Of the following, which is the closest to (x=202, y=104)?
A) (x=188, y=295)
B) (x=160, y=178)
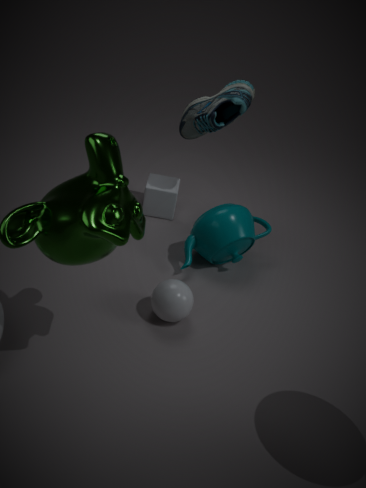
(x=160, y=178)
